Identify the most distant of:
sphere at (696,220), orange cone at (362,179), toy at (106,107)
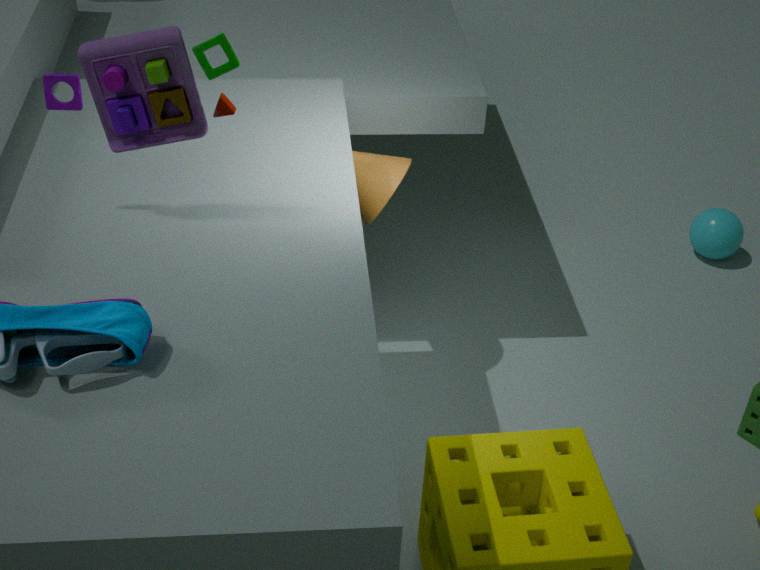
sphere at (696,220)
